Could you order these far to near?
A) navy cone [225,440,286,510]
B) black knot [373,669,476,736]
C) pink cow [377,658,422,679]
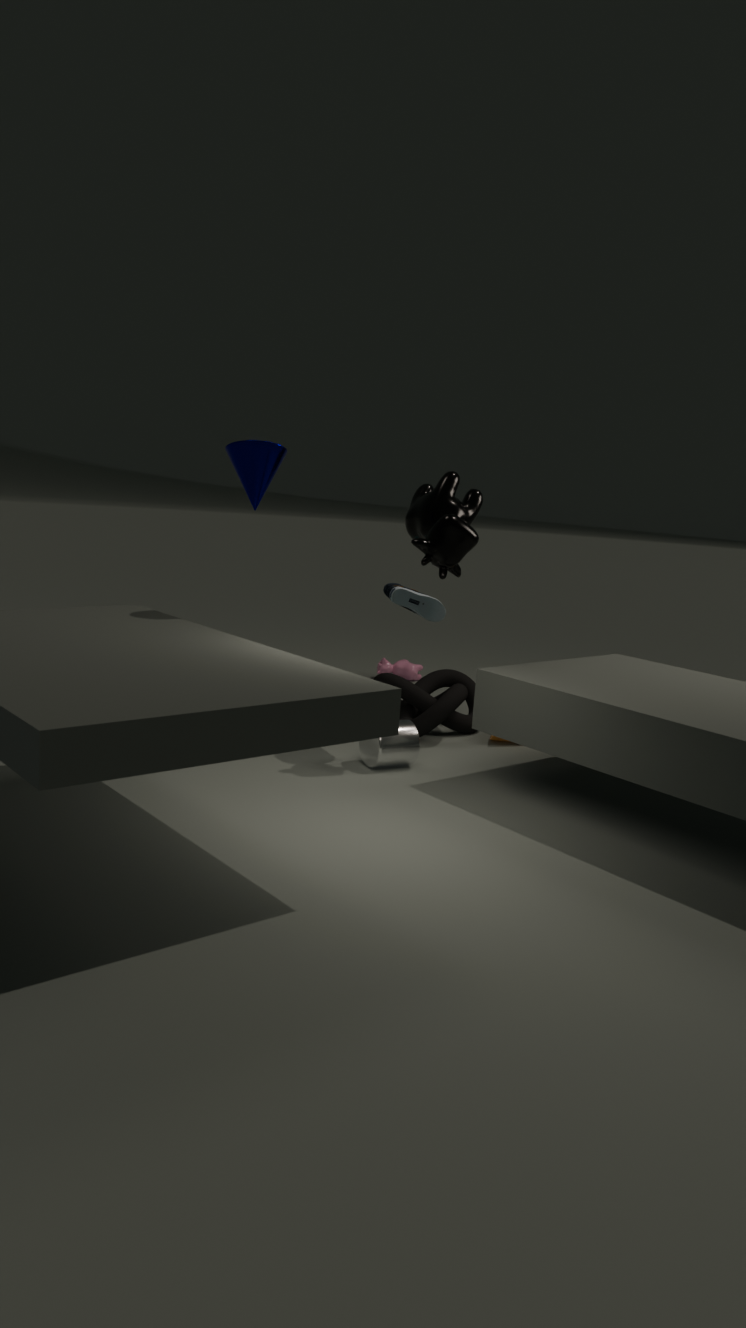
pink cow [377,658,422,679] < black knot [373,669,476,736] < navy cone [225,440,286,510]
